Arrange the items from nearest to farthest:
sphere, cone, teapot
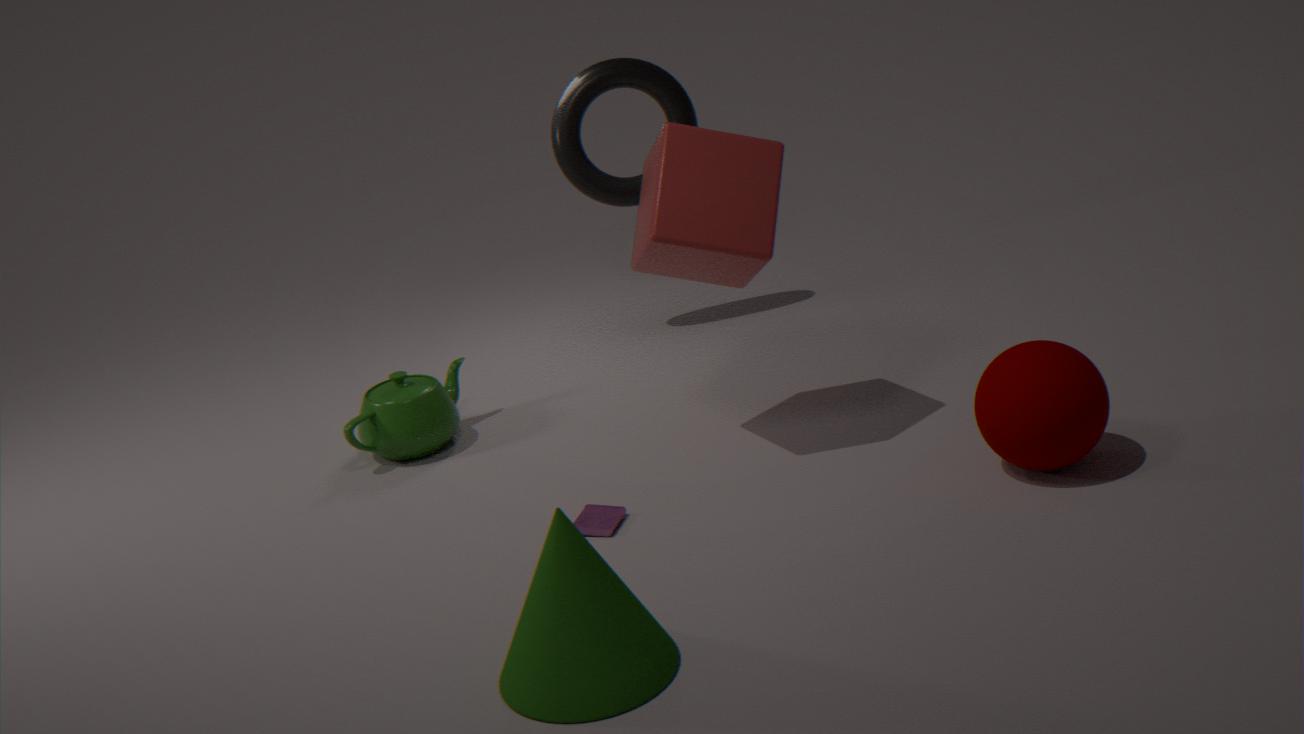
Result: cone, sphere, teapot
